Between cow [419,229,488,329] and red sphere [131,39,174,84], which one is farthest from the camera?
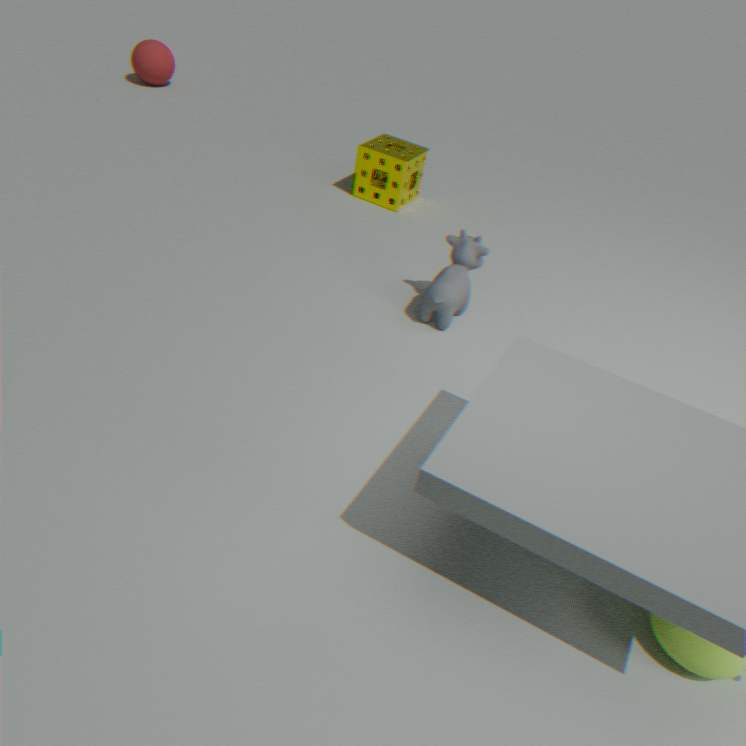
red sphere [131,39,174,84]
